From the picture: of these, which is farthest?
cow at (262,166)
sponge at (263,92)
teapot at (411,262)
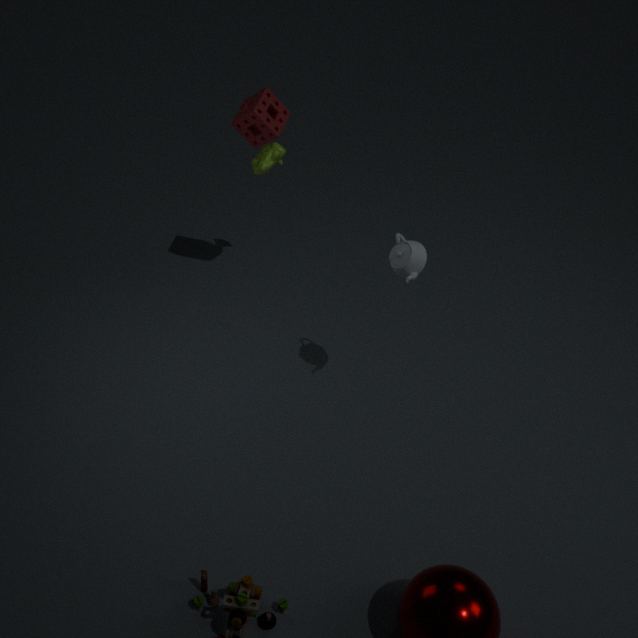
cow at (262,166)
